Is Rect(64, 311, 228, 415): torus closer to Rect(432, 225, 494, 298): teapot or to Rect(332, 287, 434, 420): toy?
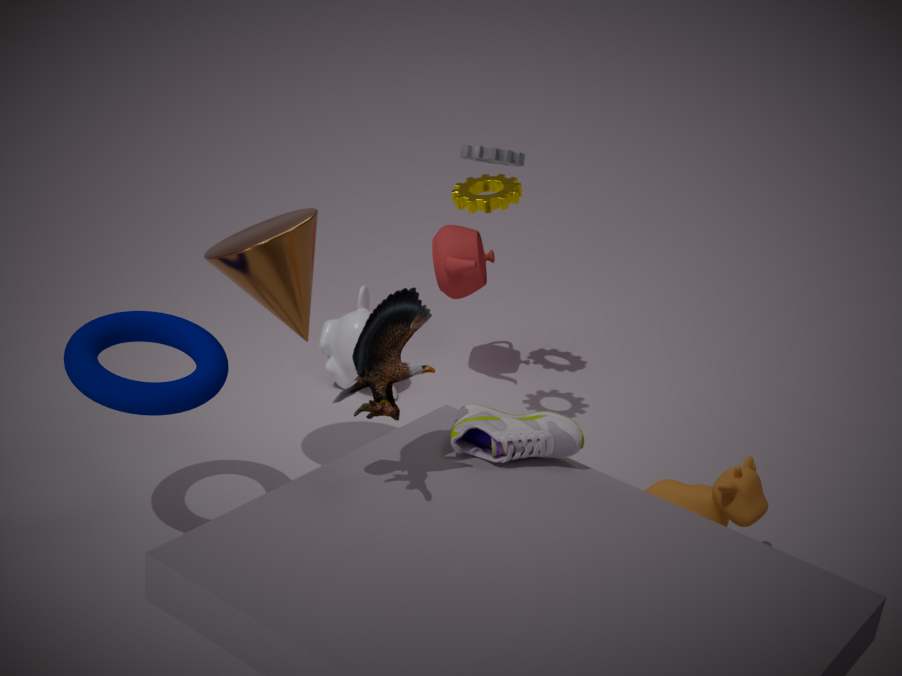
Rect(332, 287, 434, 420): toy
